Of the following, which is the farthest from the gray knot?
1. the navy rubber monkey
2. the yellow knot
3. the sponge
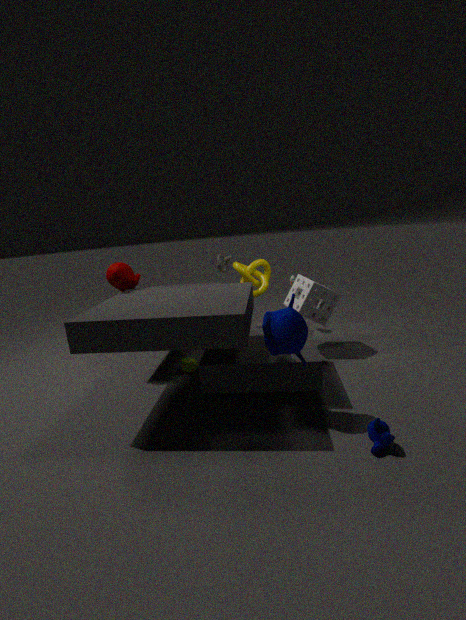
the navy rubber monkey
